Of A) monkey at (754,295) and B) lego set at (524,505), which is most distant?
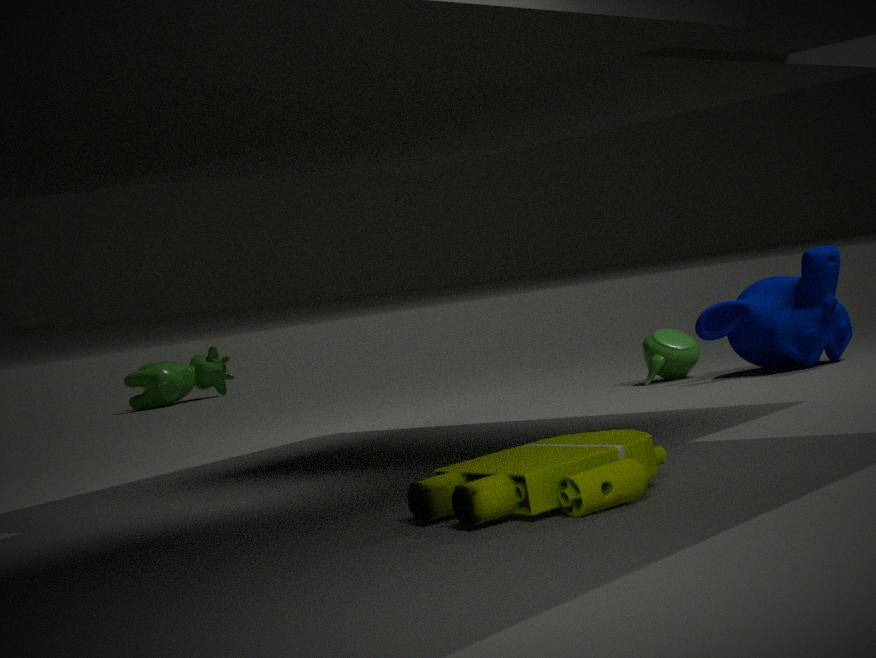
A. monkey at (754,295)
